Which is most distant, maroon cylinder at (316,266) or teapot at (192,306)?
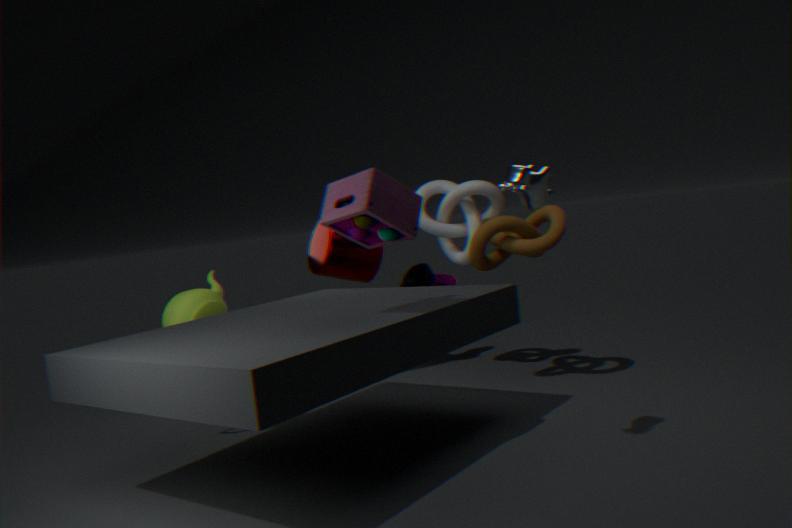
maroon cylinder at (316,266)
